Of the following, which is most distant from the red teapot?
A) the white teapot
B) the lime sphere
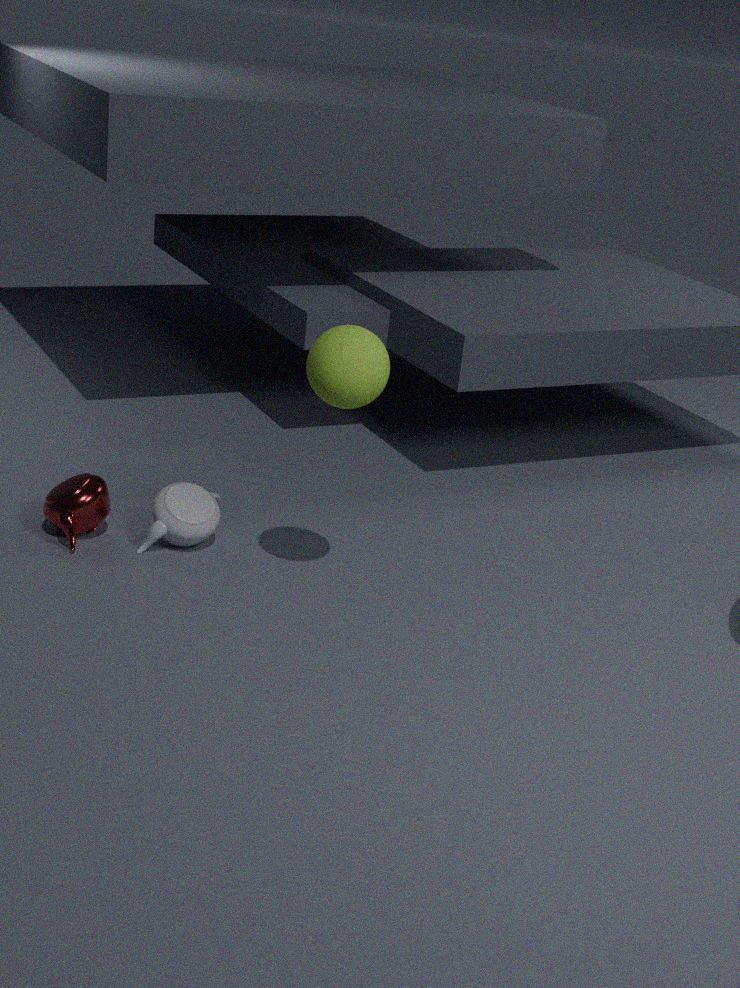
the lime sphere
